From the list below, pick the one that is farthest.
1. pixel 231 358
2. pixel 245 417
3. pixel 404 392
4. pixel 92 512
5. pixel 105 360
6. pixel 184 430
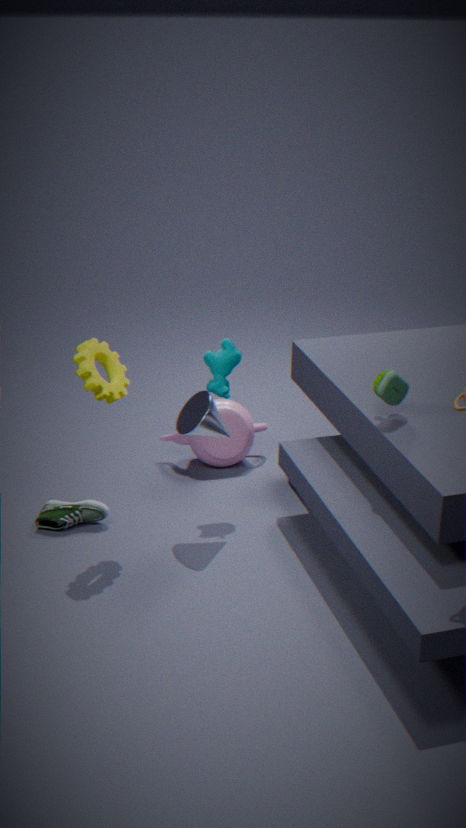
pixel 245 417
